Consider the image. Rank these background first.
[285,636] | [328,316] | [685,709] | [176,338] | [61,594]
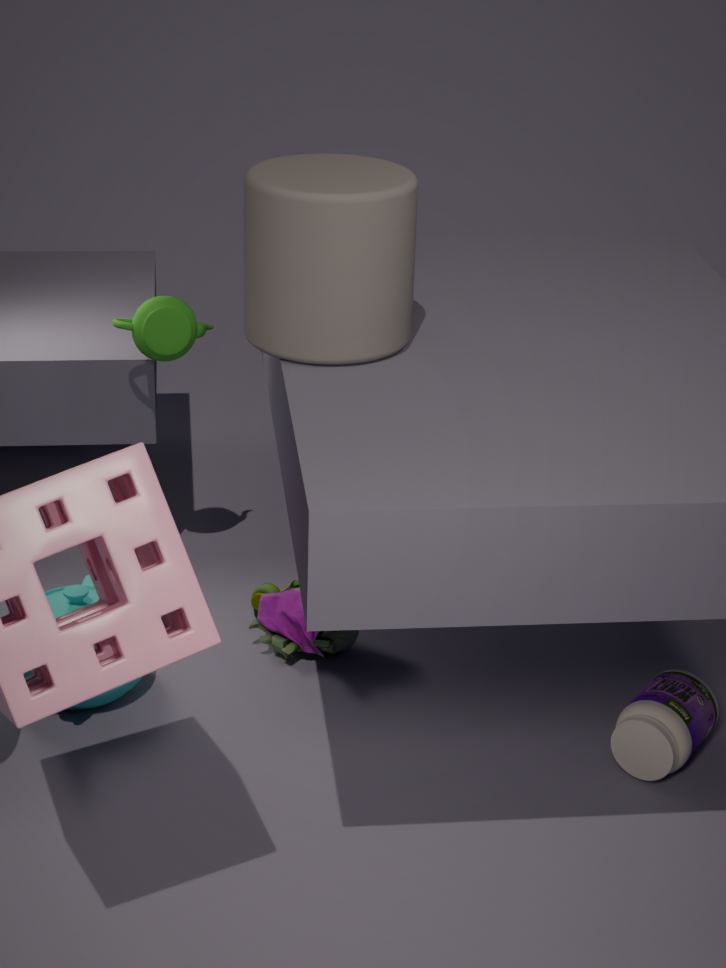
[176,338], [285,636], [61,594], [685,709], [328,316]
